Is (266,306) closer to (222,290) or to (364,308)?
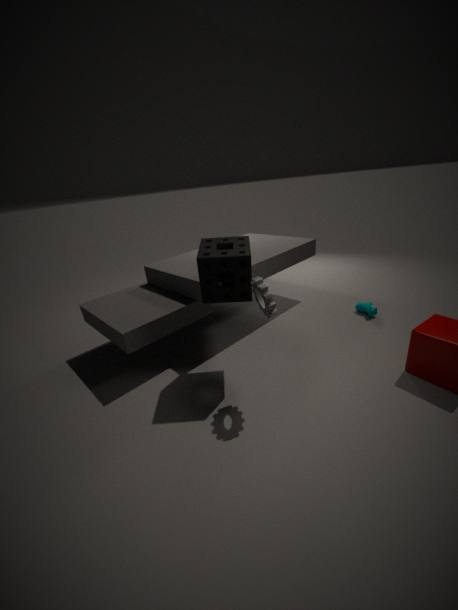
(222,290)
